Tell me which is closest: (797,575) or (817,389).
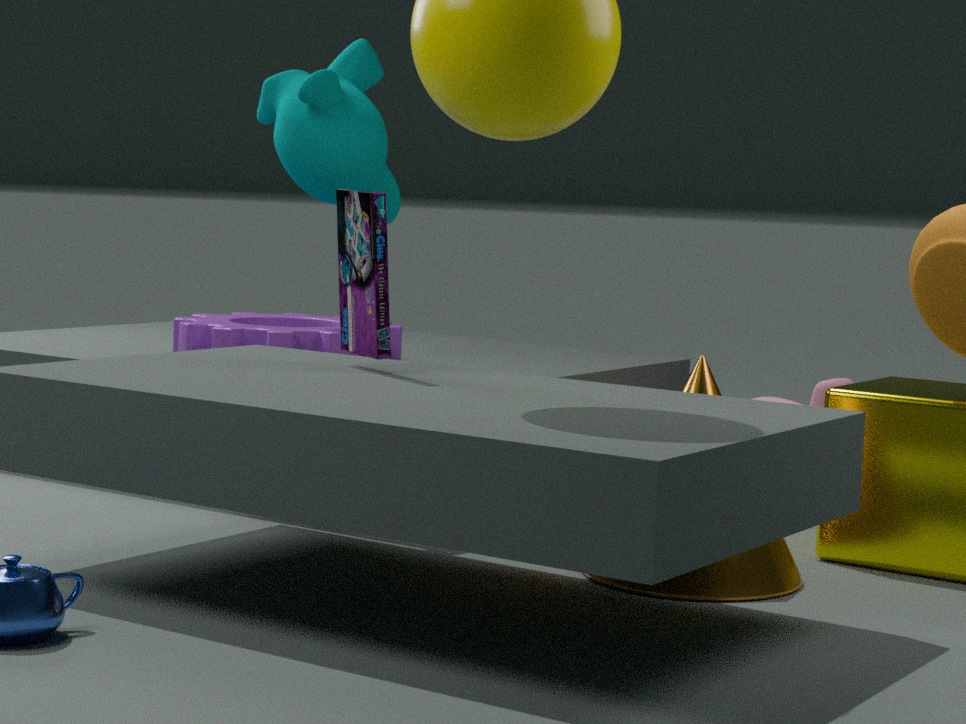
(797,575)
